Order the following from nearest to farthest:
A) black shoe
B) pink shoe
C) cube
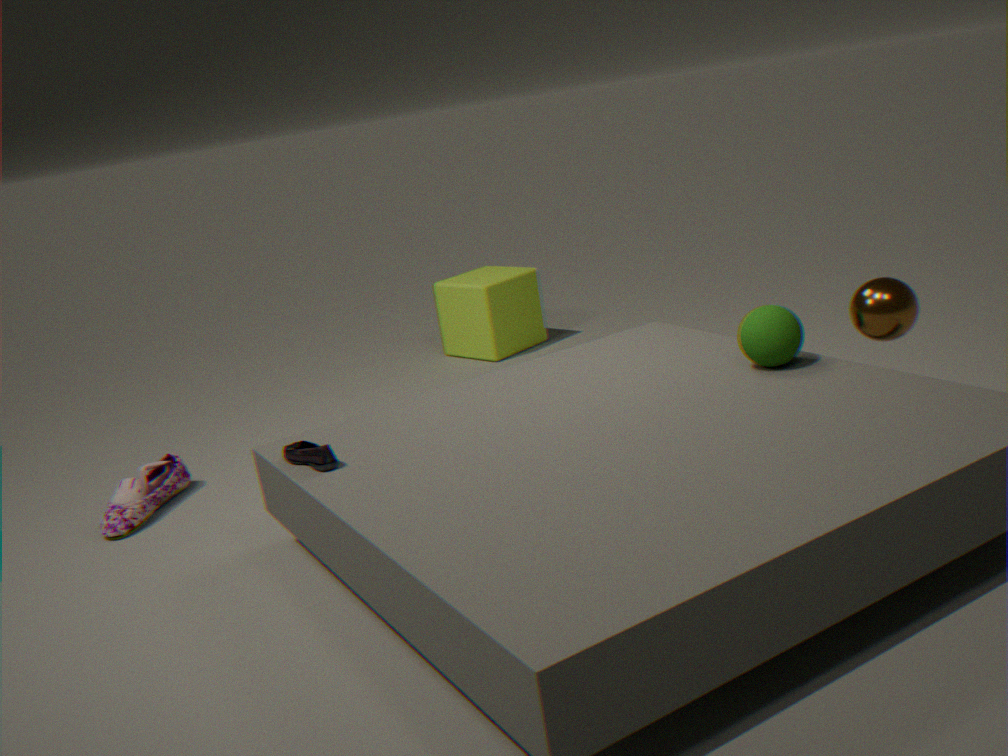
black shoe, pink shoe, cube
